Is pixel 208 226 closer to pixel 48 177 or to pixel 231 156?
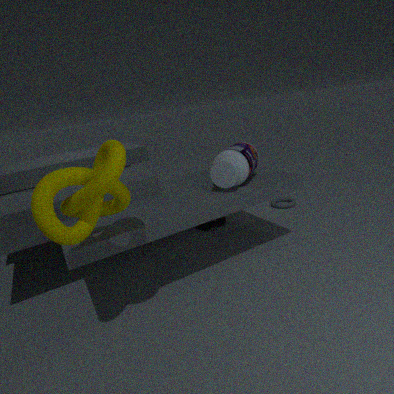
pixel 231 156
